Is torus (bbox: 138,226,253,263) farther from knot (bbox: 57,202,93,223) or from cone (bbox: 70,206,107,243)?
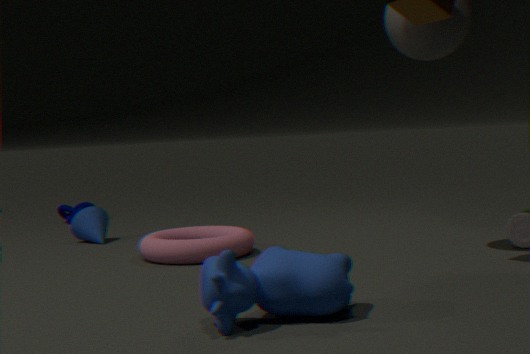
knot (bbox: 57,202,93,223)
